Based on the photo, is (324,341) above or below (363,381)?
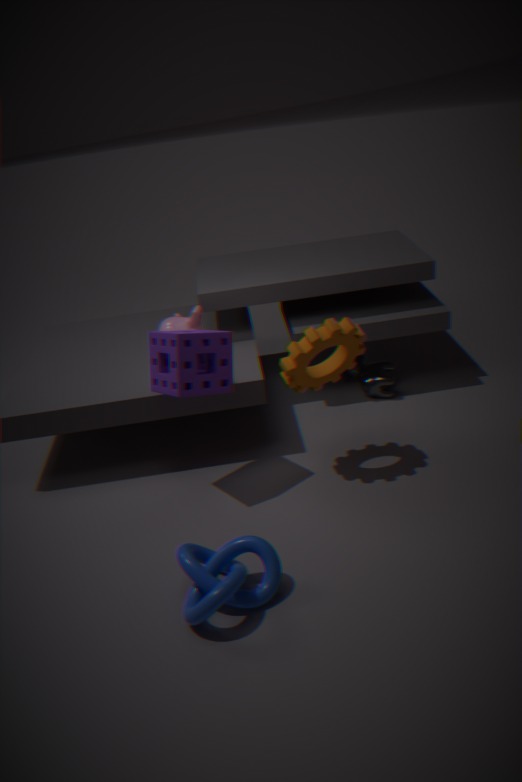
above
